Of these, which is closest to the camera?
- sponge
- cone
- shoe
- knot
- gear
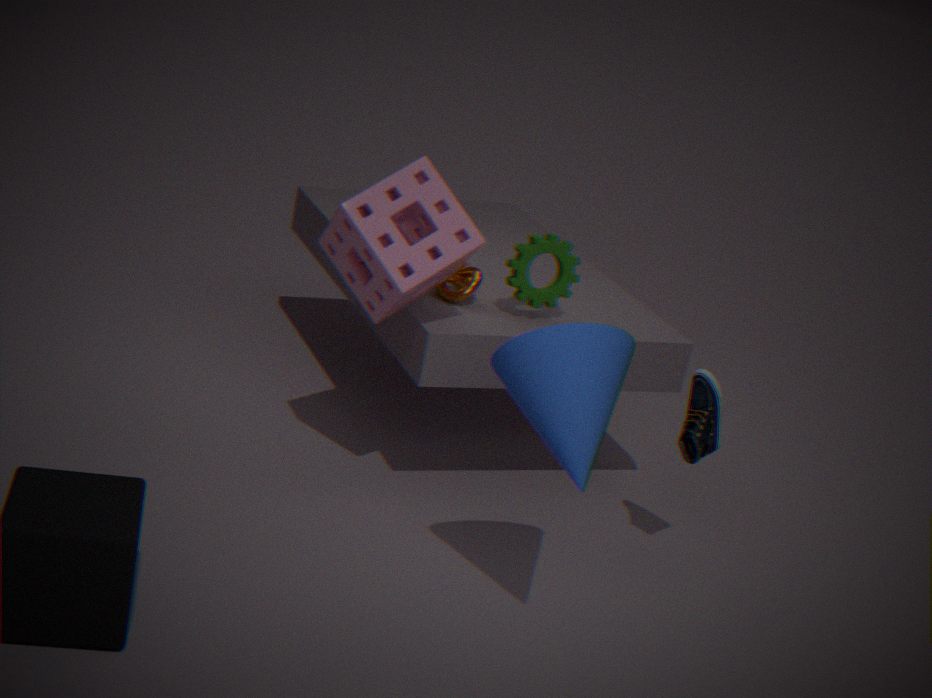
cone
